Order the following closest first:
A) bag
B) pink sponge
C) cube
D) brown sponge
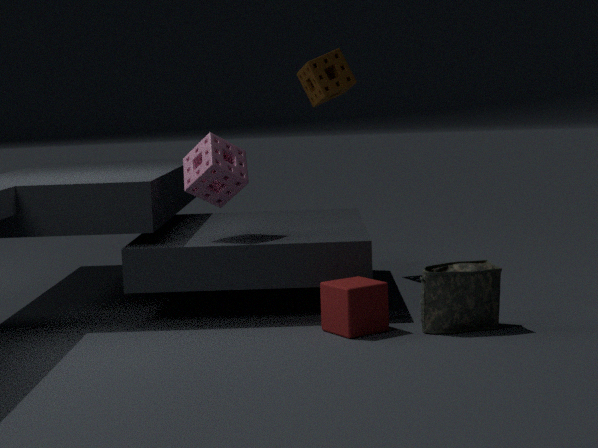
1. bag
2. cube
3. pink sponge
4. brown sponge
